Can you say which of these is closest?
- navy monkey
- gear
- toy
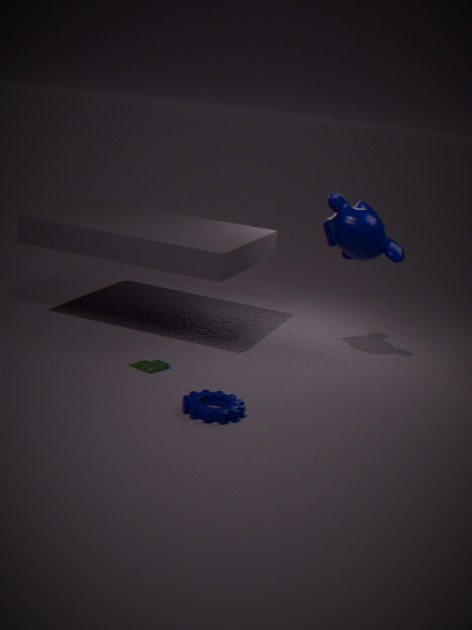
gear
